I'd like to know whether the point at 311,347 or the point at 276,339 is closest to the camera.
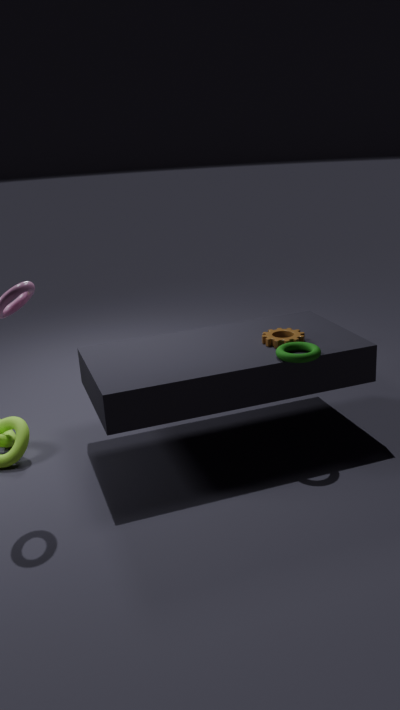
the point at 311,347
